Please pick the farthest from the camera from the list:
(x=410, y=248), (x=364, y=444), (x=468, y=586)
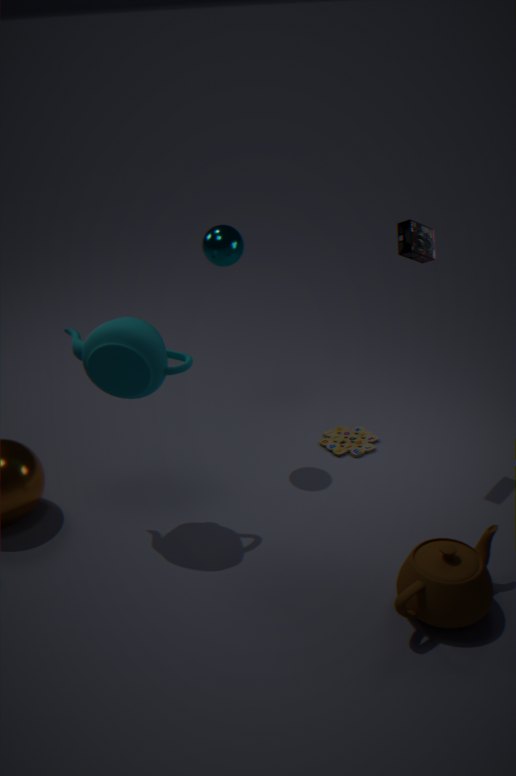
(x=364, y=444)
